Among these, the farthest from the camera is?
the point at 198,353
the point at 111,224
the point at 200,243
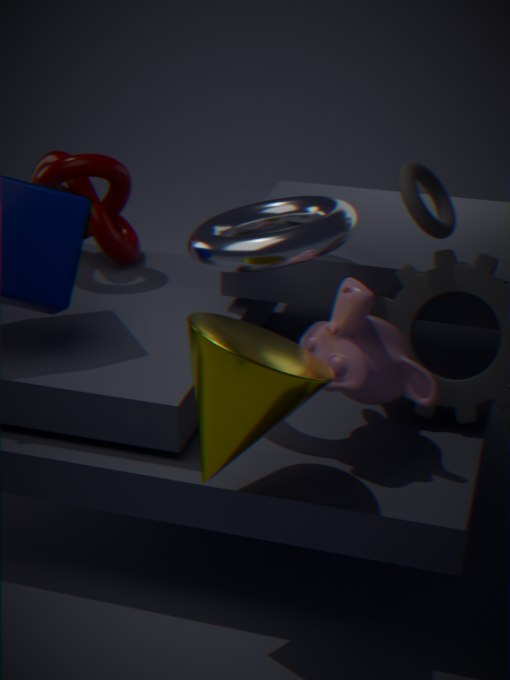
the point at 111,224
